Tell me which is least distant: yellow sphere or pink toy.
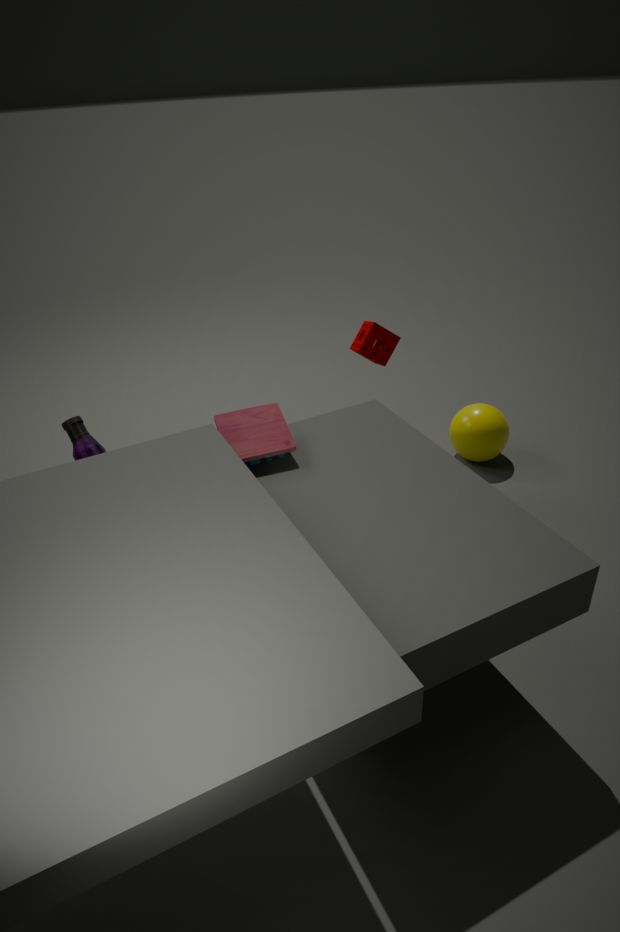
pink toy
